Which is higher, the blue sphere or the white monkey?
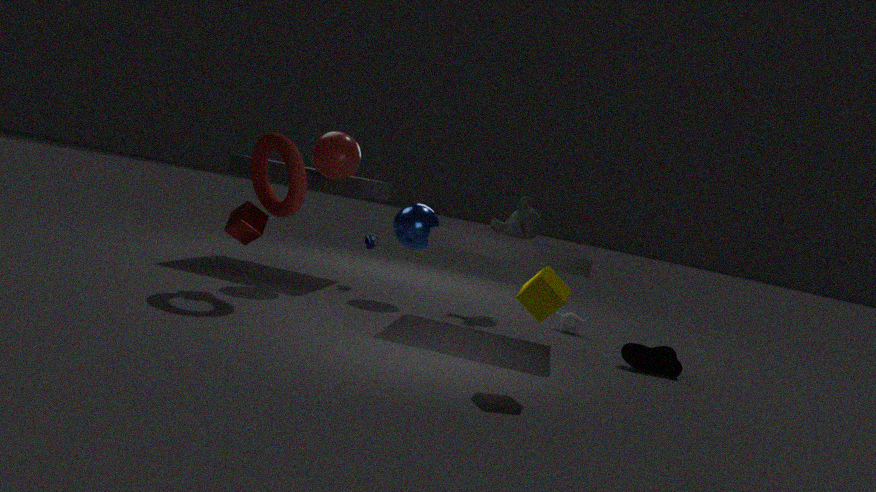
the blue sphere
